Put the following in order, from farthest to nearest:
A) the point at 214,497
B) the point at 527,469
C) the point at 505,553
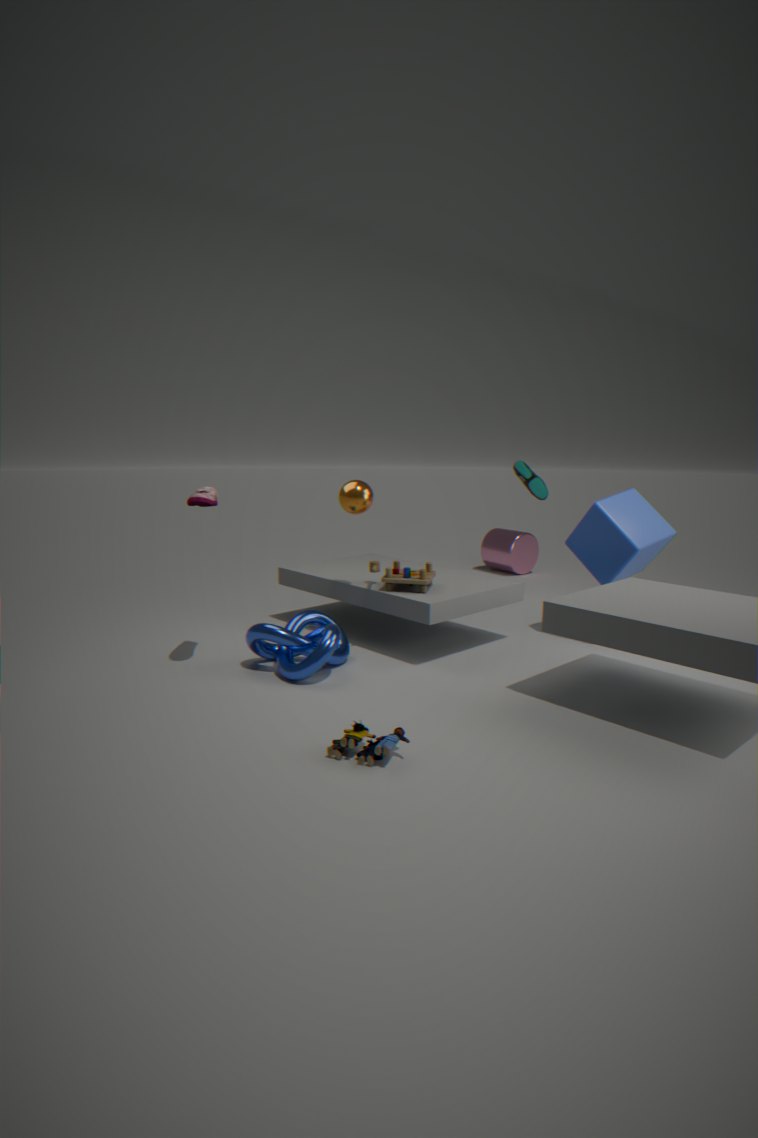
1. the point at 505,553
2. the point at 527,469
3. the point at 214,497
